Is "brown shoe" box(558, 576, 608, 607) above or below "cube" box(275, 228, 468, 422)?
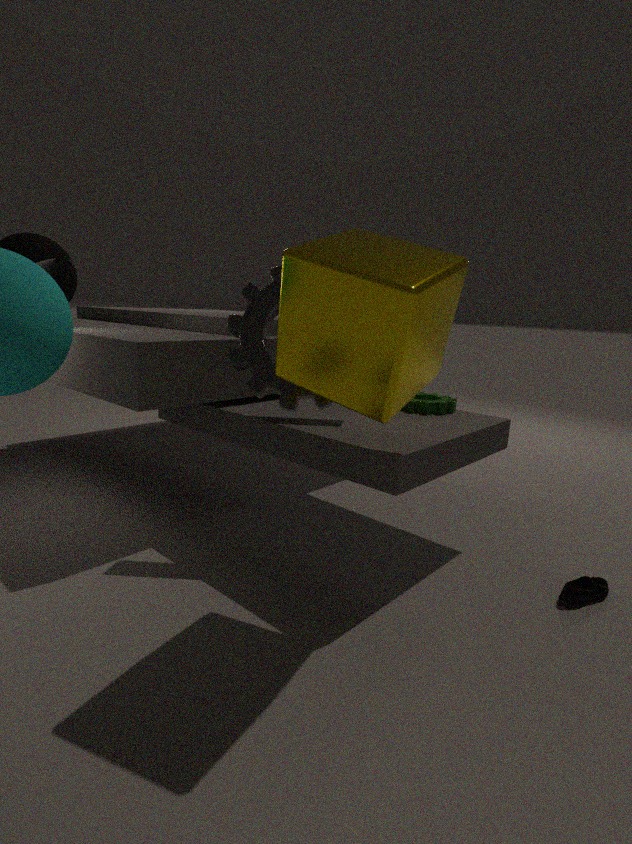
below
